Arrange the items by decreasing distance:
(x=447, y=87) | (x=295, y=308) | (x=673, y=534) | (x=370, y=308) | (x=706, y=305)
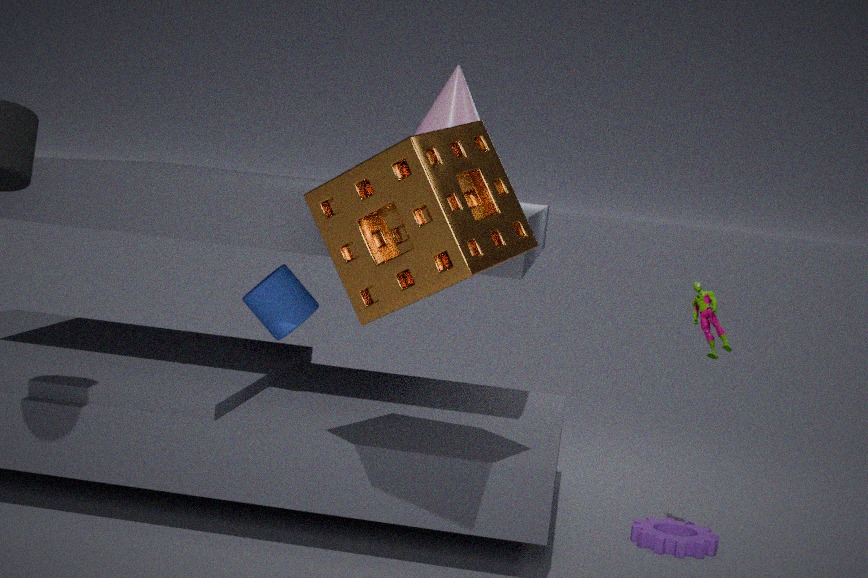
1. (x=673, y=534)
2. (x=295, y=308)
3. (x=447, y=87)
4. (x=706, y=305)
5. (x=370, y=308)
